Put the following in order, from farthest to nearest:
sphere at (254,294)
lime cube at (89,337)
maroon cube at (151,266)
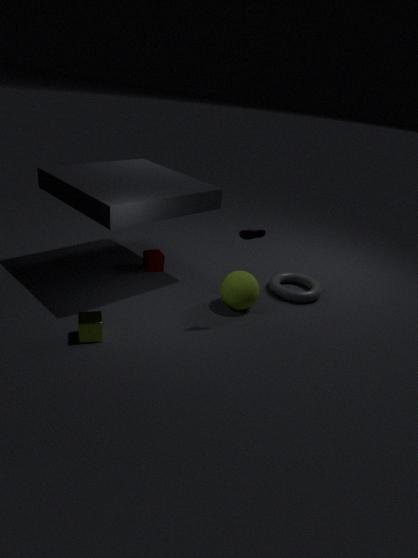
maroon cube at (151,266) < sphere at (254,294) < lime cube at (89,337)
